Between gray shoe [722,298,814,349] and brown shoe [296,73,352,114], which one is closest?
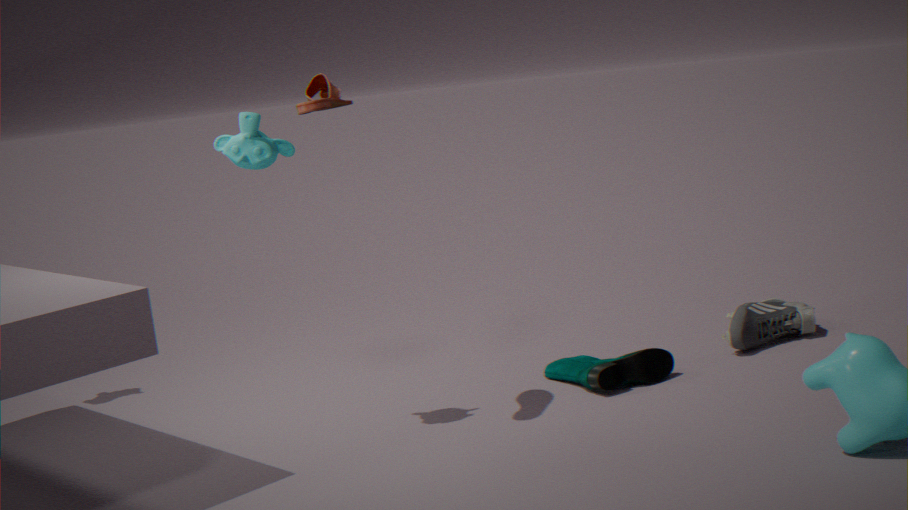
brown shoe [296,73,352,114]
